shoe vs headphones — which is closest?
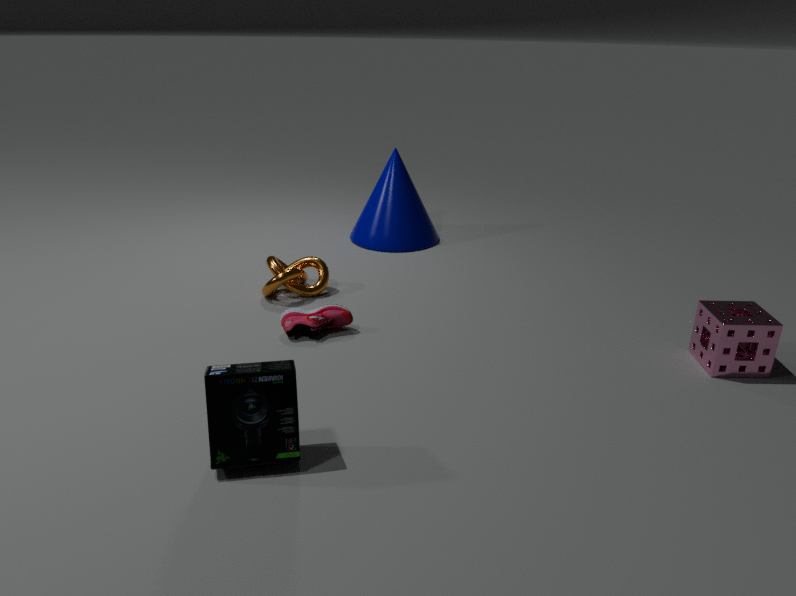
headphones
